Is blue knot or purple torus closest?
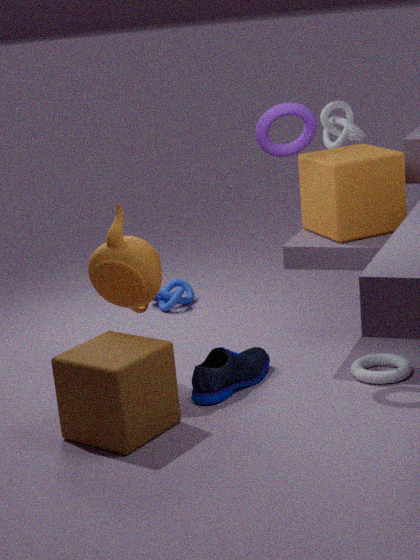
purple torus
